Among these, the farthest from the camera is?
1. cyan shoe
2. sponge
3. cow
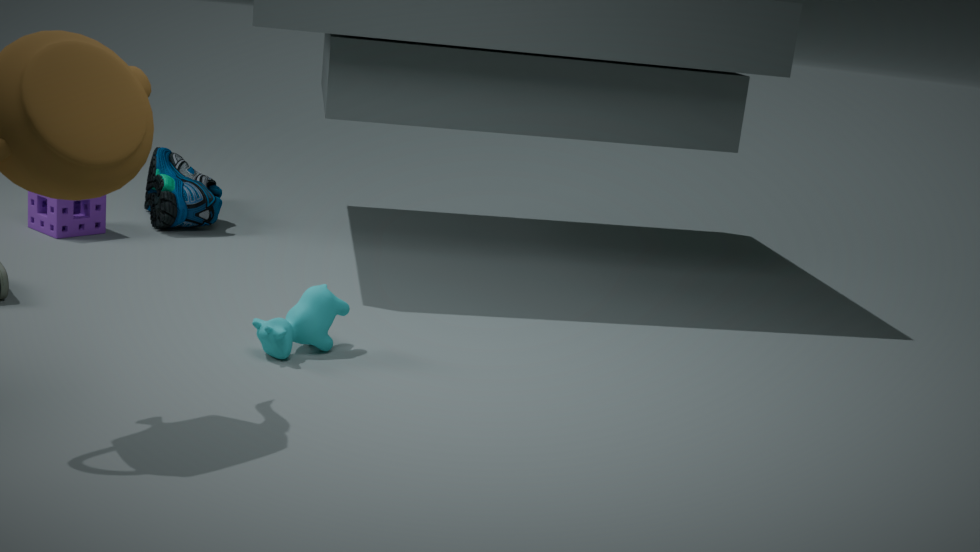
cyan shoe
